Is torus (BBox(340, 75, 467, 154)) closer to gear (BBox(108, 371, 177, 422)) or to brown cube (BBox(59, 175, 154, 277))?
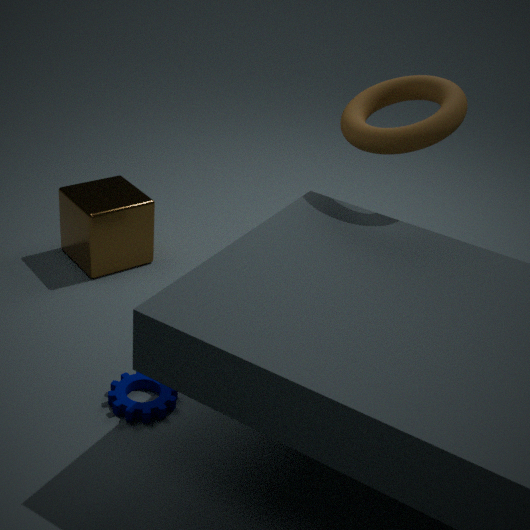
brown cube (BBox(59, 175, 154, 277))
